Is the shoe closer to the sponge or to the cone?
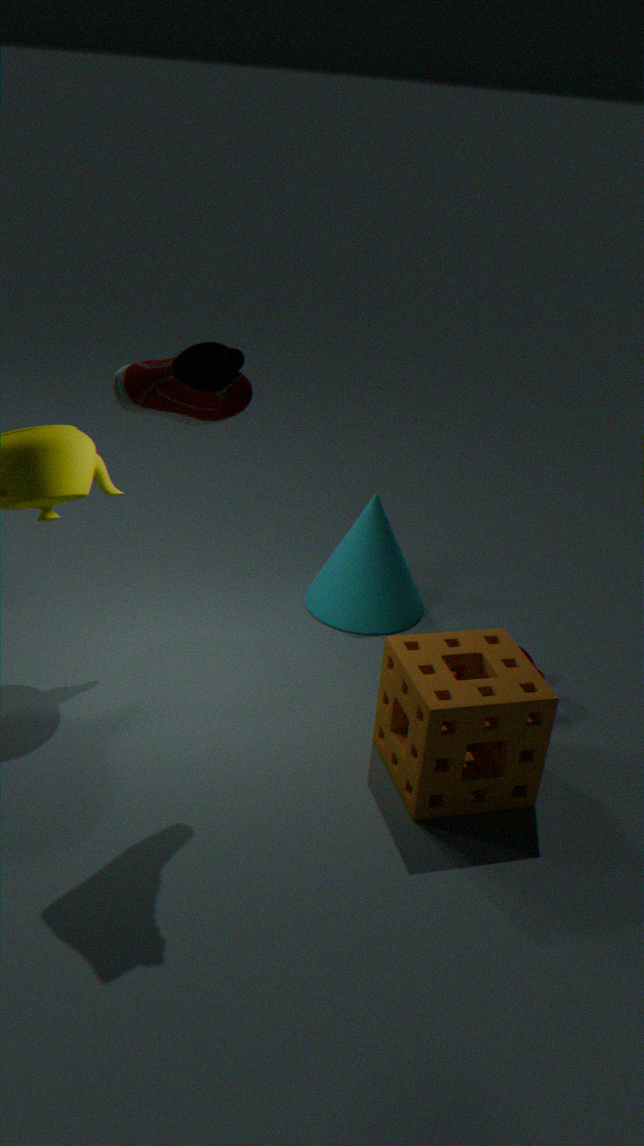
the sponge
